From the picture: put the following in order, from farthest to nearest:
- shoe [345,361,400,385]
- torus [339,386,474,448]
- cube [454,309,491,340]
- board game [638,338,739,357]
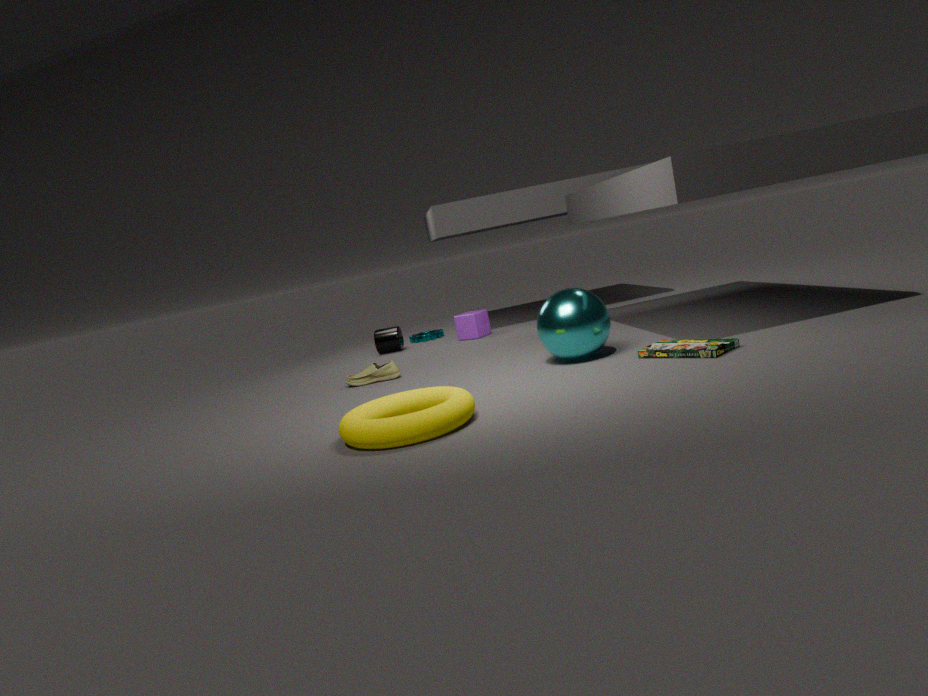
cube [454,309,491,340]
shoe [345,361,400,385]
board game [638,338,739,357]
torus [339,386,474,448]
